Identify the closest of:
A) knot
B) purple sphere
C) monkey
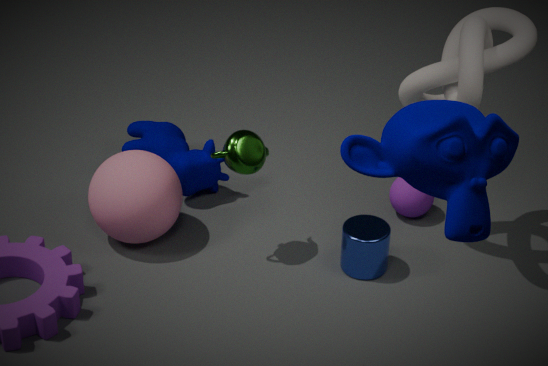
monkey
